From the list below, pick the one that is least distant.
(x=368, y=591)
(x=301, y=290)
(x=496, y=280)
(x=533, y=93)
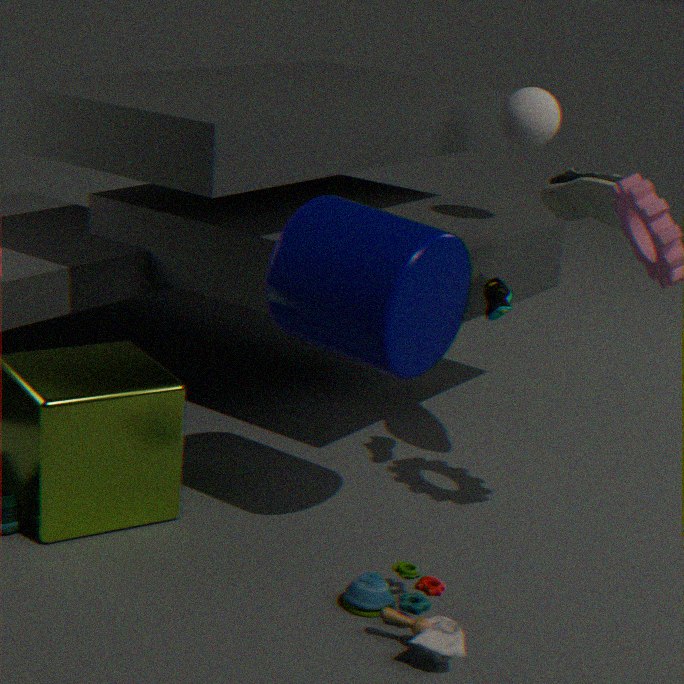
(x=368, y=591)
